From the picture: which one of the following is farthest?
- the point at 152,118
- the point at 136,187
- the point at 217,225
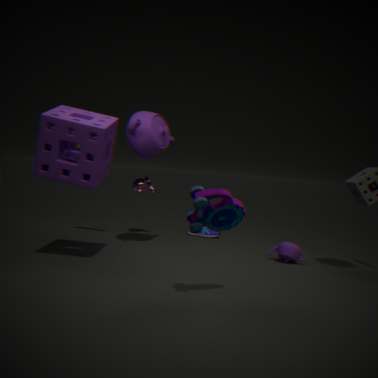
the point at 136,187
